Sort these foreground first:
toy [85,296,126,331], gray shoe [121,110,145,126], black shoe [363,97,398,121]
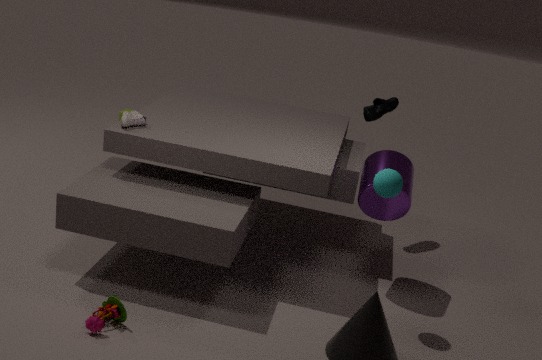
toy [85,296,126,331], gray shoe [121,110,145,126], black shoe [363,97,398,121]
